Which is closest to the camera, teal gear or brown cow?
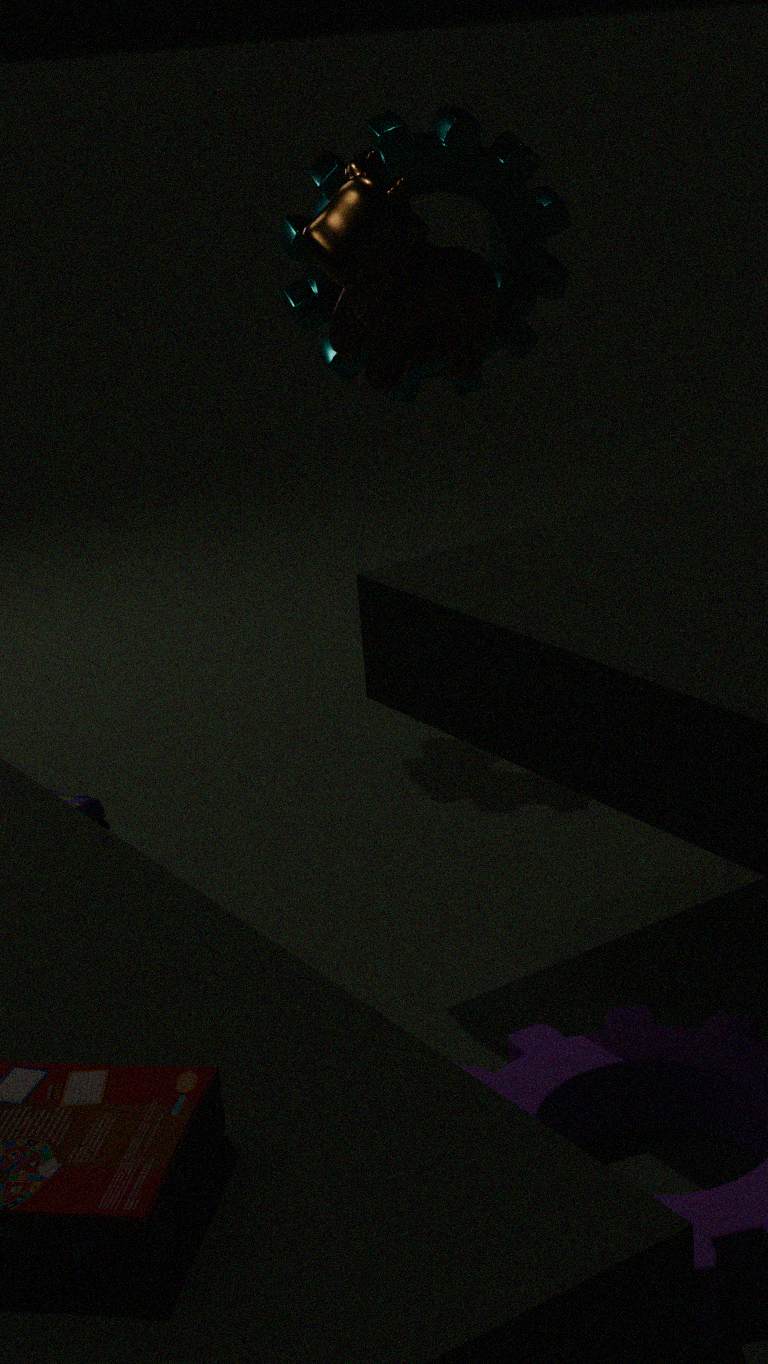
brown cow
